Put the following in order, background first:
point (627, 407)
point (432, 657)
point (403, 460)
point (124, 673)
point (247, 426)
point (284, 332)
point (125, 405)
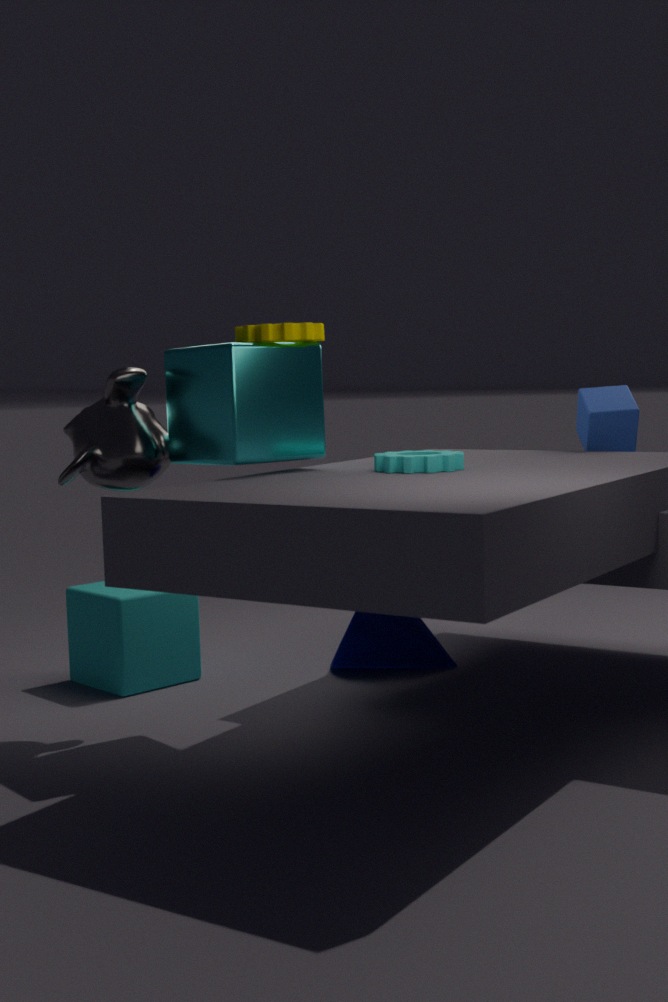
1. point (432, 657)
2. point (124, 673)
3. point (627, 407)
4. point (125, 405)
5. point (284, 332)
6. point (247, 426)
7. point (403, 460)
